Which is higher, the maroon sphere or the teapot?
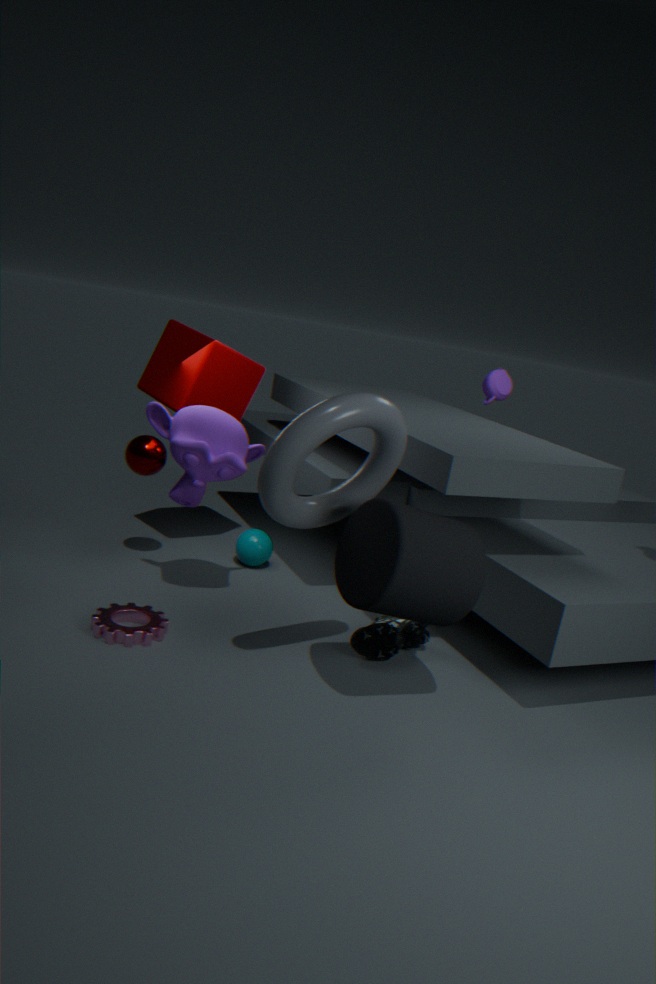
the teapot
